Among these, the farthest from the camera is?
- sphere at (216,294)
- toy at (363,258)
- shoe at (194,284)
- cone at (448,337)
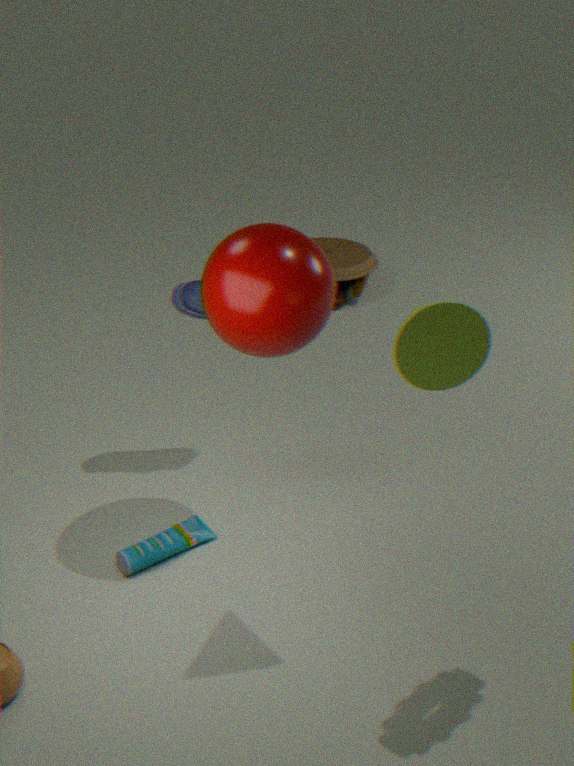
toy at (363,258)
